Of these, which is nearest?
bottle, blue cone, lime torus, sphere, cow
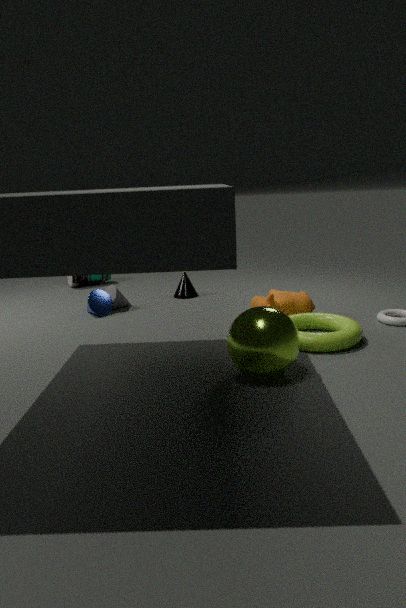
sphere
